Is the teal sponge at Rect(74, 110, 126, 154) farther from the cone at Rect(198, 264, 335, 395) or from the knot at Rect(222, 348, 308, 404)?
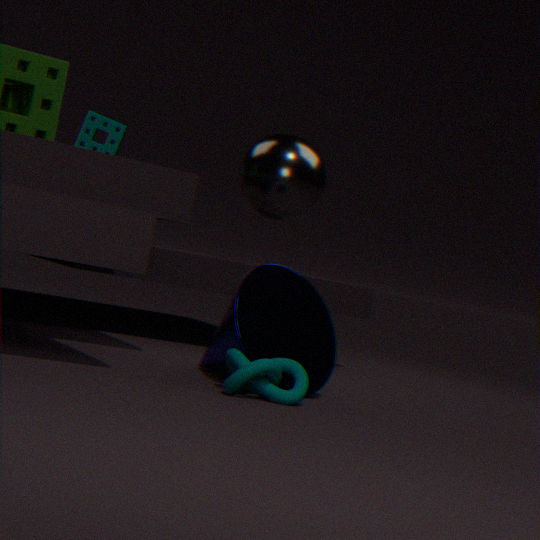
the knot at Rect(222, 348, 308, 404)
